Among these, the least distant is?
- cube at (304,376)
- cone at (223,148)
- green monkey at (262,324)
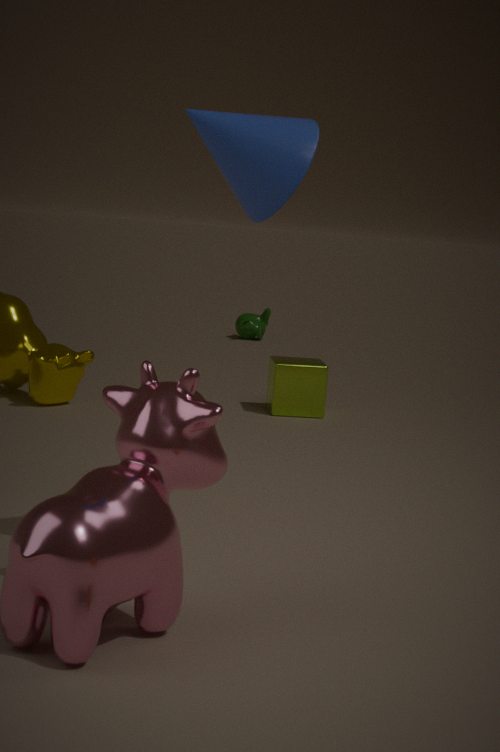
cone at (223,148)
